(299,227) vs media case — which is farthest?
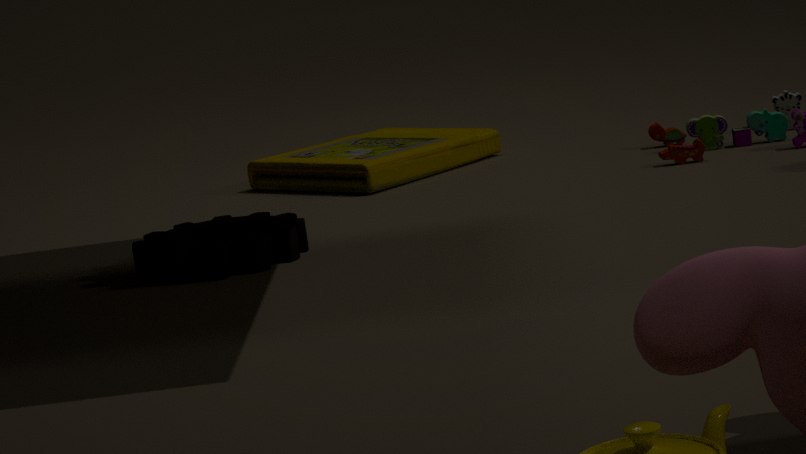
(299,227)
